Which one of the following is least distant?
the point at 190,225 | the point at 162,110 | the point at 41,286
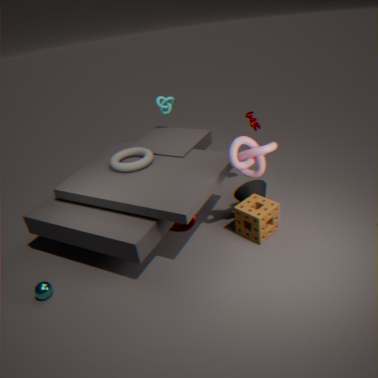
the point at 41,286
